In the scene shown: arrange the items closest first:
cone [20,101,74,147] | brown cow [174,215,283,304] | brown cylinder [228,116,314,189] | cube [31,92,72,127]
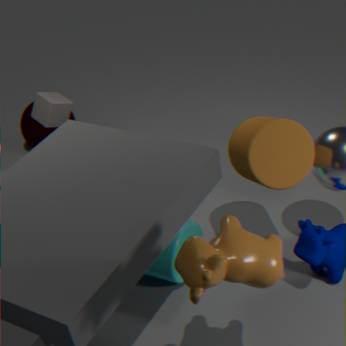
brown cow [174,215,283,304] < brown cylinder [228,116,314,189] < cube [31,92,72,127] < cone [20,101,74,147]
